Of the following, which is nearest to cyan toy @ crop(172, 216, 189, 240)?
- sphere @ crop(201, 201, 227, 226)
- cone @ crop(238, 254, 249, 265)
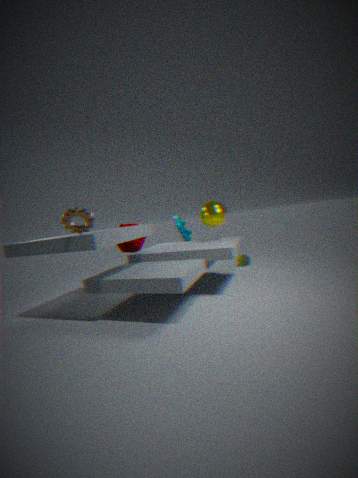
sphere @ crop(201, 201, 227, 226)
